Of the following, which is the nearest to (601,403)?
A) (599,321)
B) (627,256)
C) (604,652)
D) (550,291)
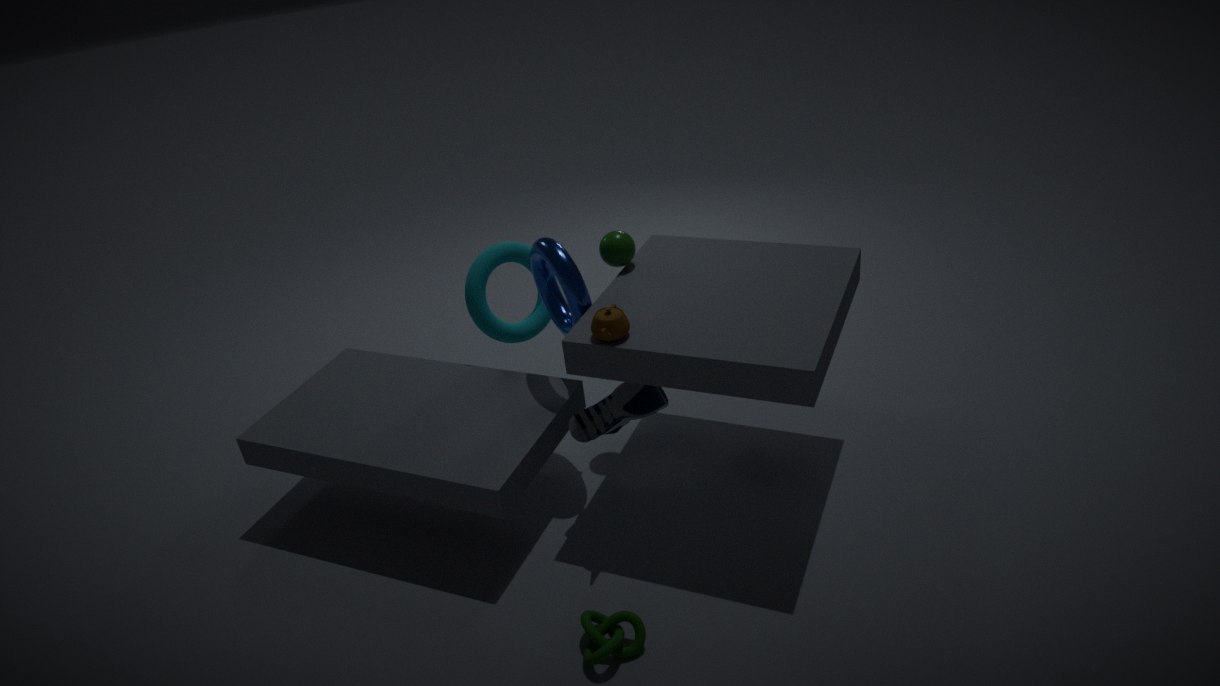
(599,321)
